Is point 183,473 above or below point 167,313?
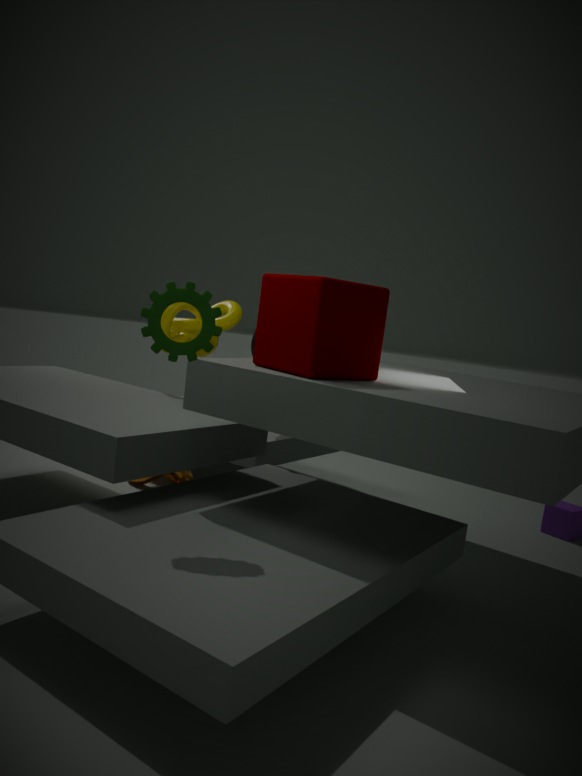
below
